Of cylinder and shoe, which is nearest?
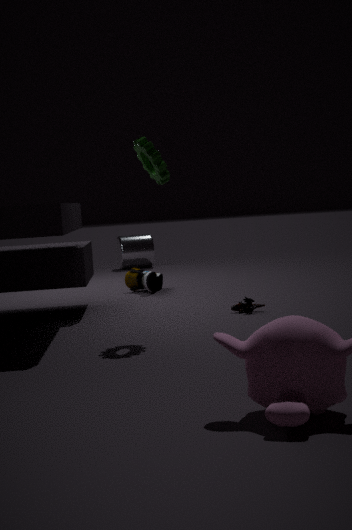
shoe
